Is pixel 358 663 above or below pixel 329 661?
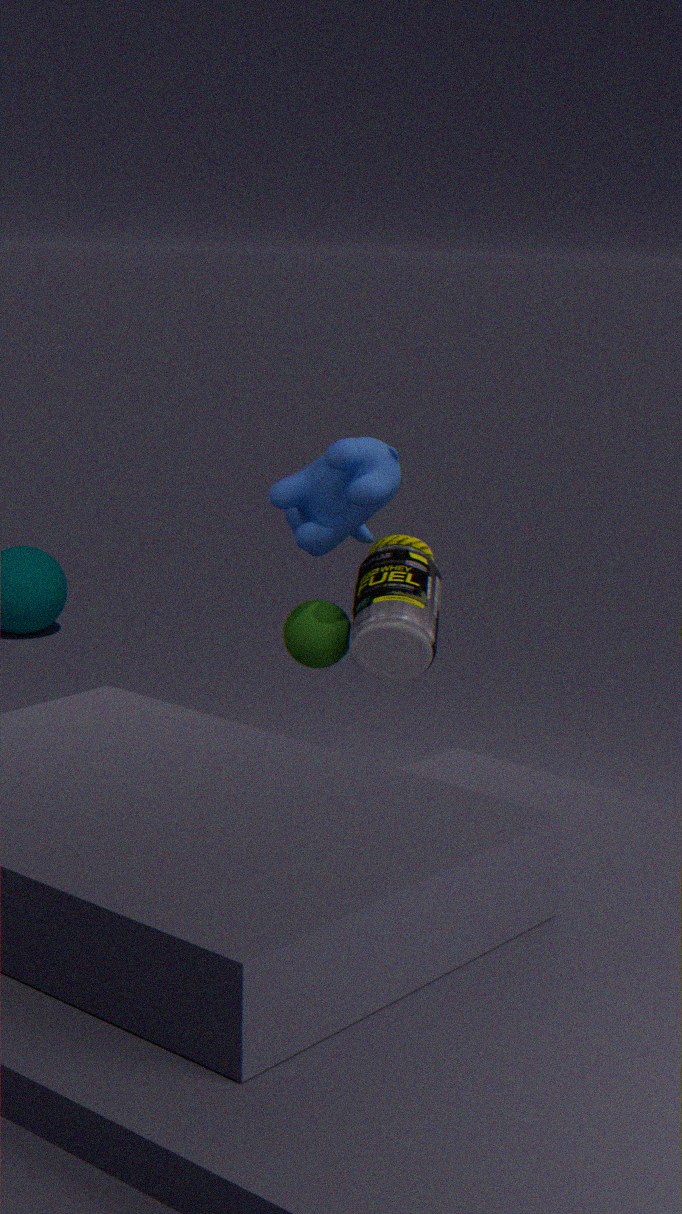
above
